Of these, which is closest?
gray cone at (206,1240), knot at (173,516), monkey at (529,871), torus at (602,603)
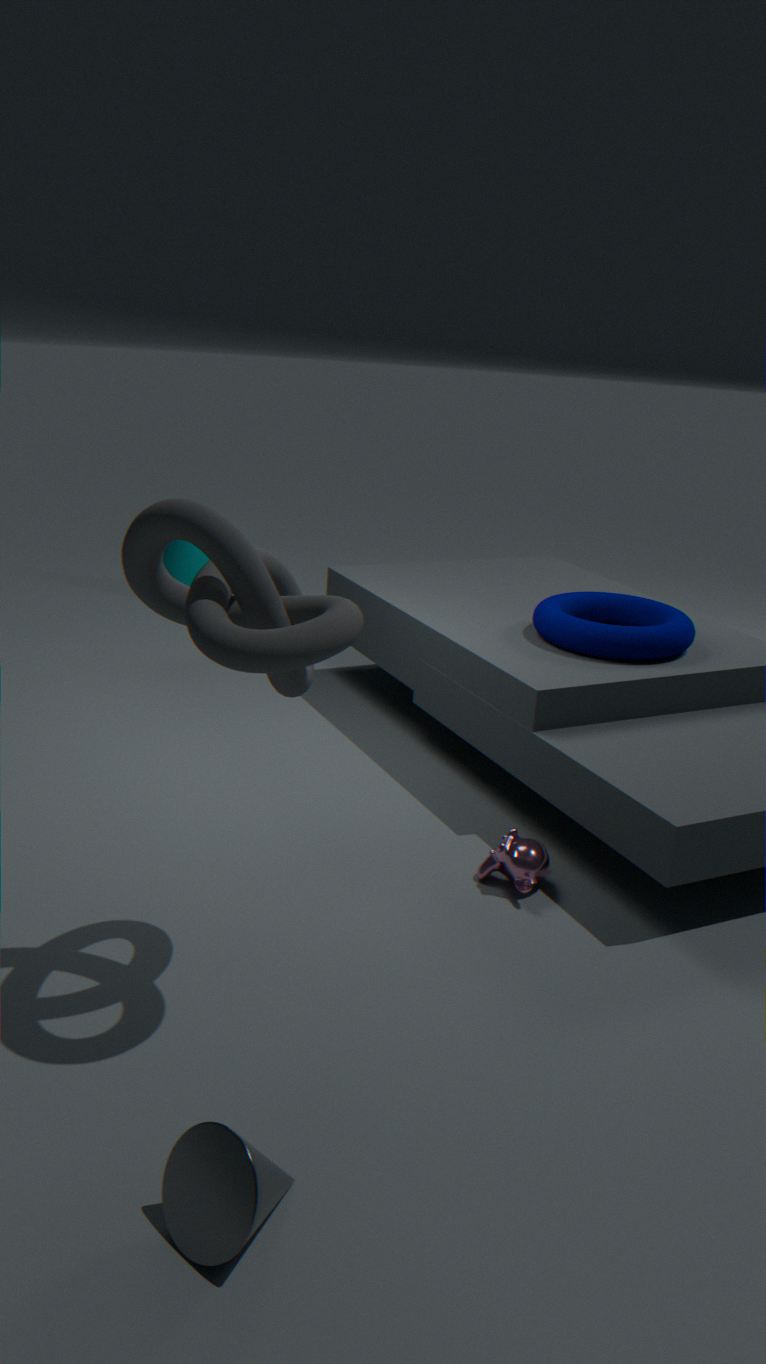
gray cone at (206,1240)
